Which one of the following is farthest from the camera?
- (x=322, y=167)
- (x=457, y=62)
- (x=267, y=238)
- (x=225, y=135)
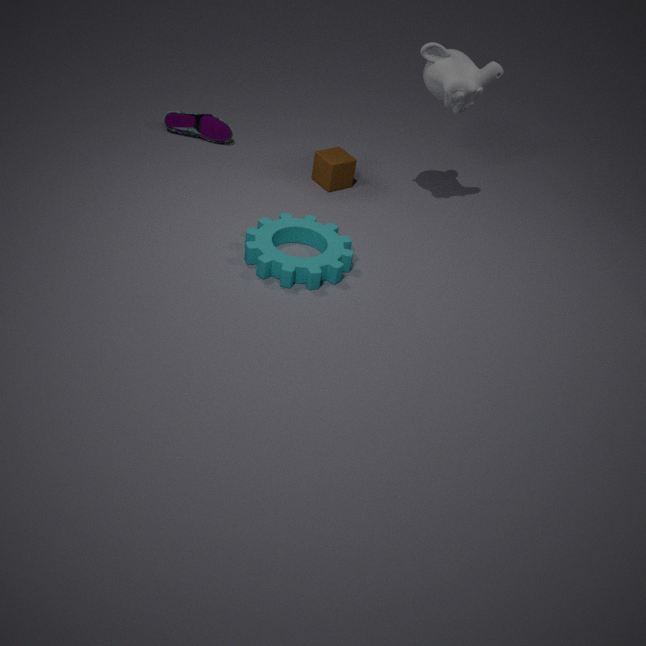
(x=225, y=135)
